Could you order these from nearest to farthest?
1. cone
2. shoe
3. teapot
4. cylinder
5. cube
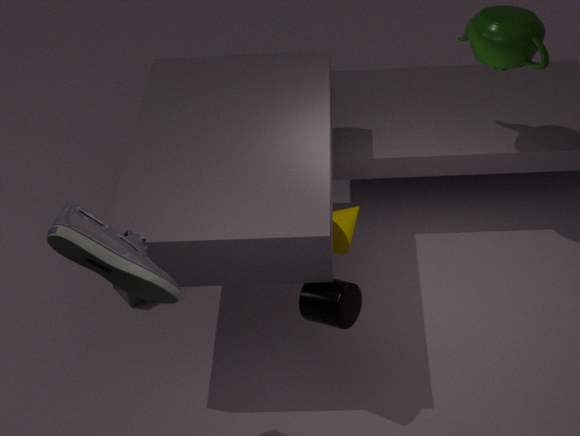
shoe
cylinder
teapot
cone
cube
